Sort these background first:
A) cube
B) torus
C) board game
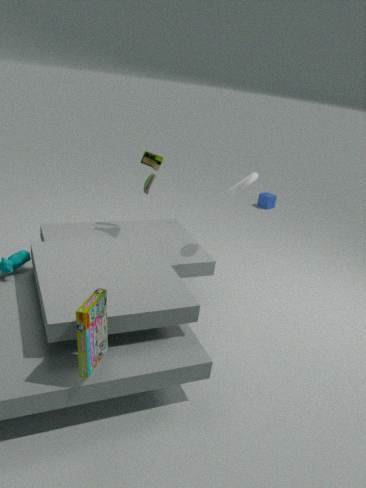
cube → torus → board game
